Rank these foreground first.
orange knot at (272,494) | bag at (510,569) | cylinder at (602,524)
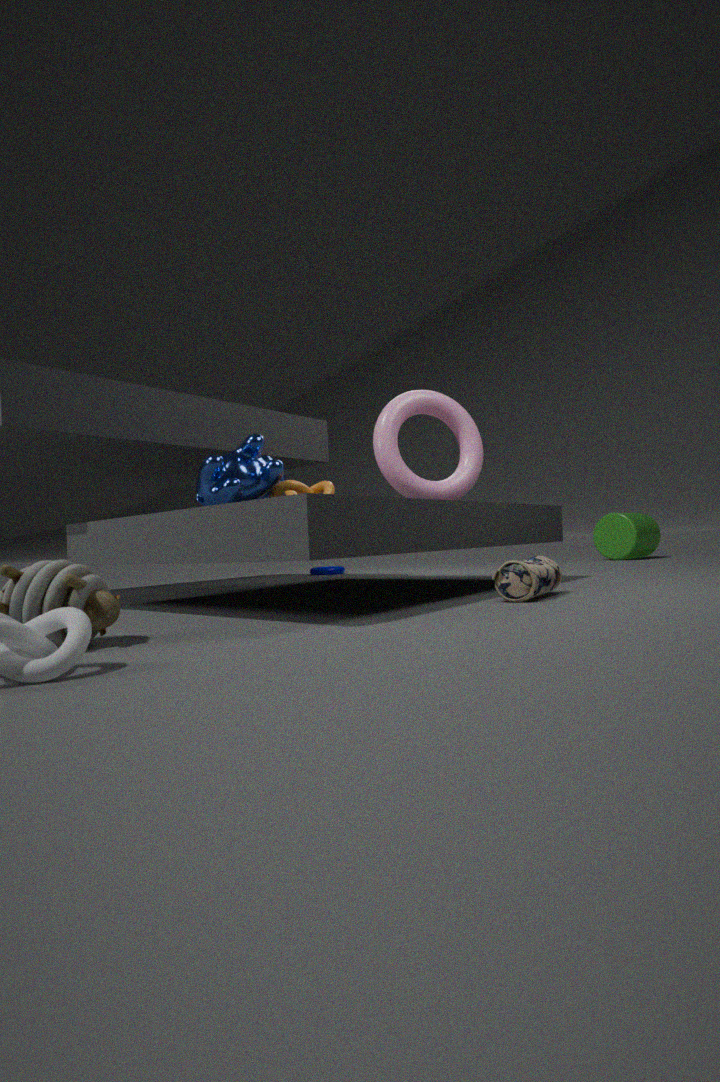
bag at (510,569) → orange knot at (272,494) → cylinder at (602,524)
